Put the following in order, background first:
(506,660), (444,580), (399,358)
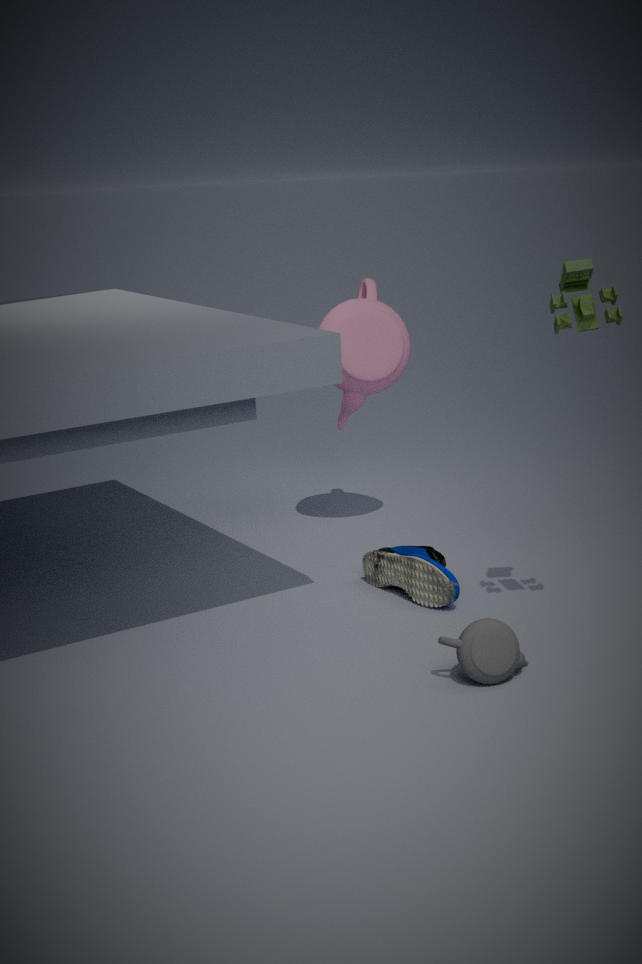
(399,358), (444,580), (506,660)
